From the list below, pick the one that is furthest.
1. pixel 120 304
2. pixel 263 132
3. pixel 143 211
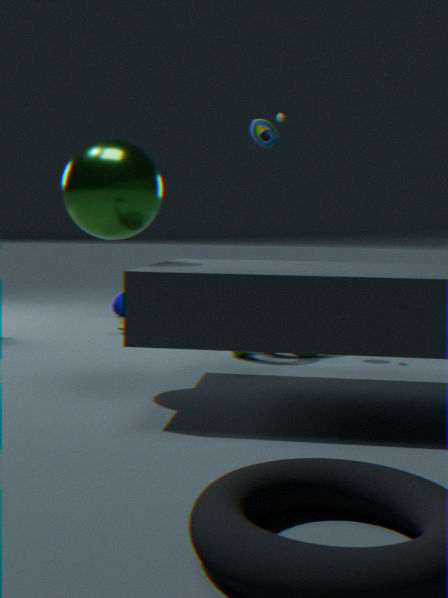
pixel 120 304
